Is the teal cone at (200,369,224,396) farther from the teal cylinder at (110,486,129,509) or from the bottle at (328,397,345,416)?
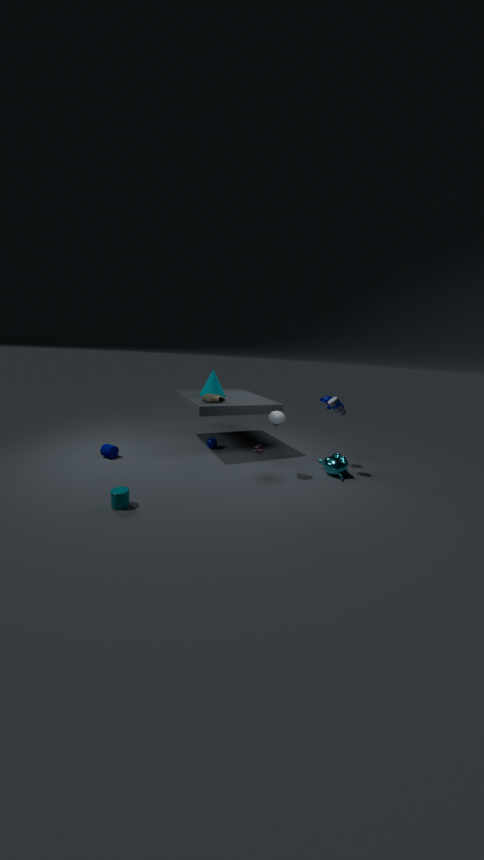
the teal cylinder at (110,486,129,509)
